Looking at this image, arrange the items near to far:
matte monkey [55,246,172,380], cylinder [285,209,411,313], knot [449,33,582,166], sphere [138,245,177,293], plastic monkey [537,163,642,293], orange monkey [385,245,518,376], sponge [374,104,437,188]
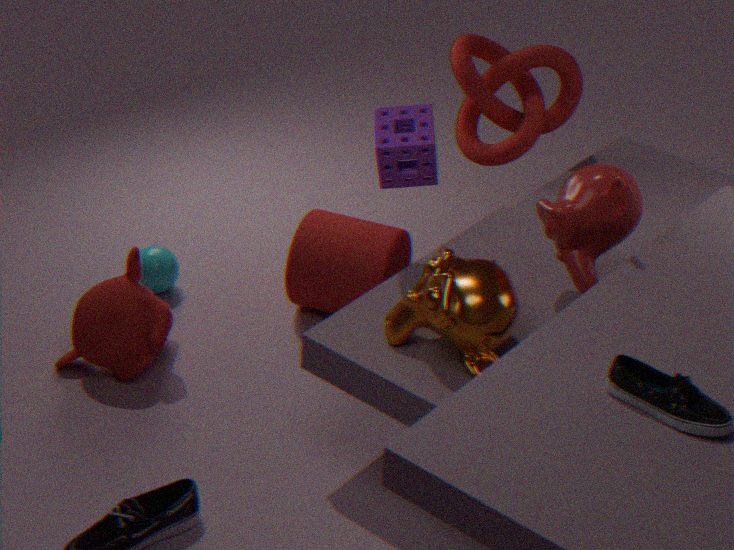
orange monkey [385,245,518,376] < plastic monkey [537,163,642,293] < sponge [374,104,437,188] < matte monkey [55,246,172,380] < cylinder [285,209,411,313] < sphere [138,245,177,293] < knot [449,33,582,166]
